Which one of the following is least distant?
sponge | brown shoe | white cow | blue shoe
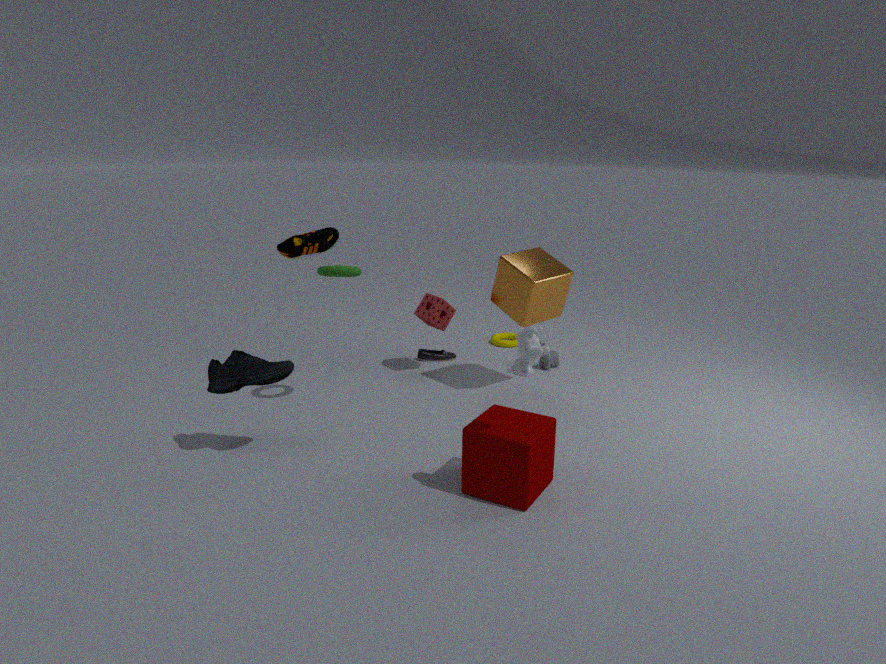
white cow
